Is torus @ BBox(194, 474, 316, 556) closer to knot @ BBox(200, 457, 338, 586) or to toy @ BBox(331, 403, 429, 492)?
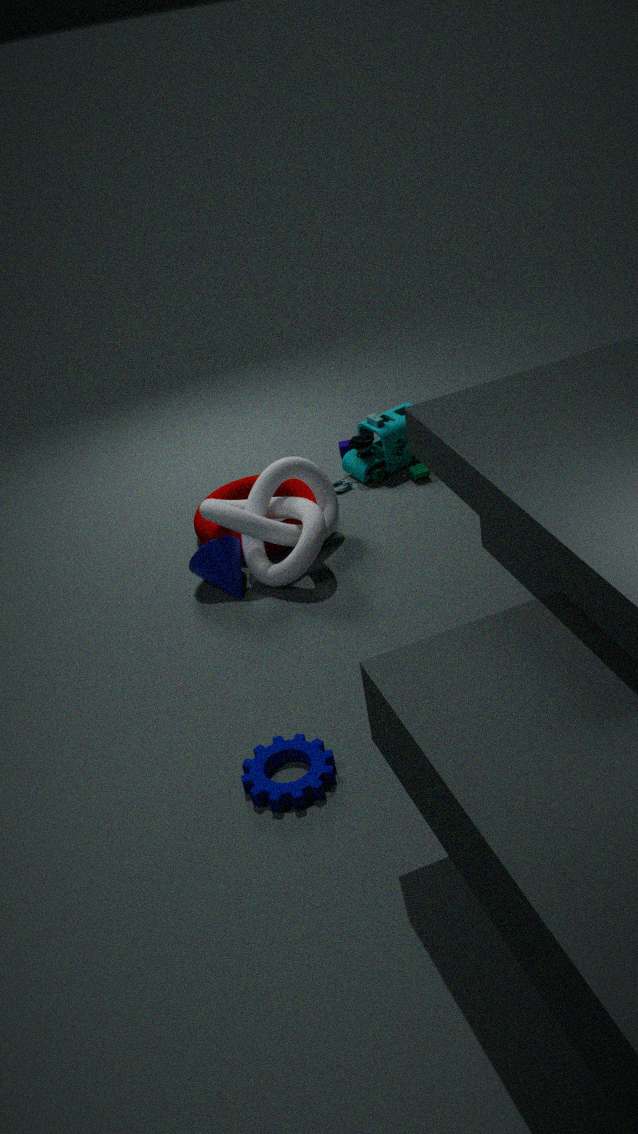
knot @ BBox(200, 457, 338, 586)
